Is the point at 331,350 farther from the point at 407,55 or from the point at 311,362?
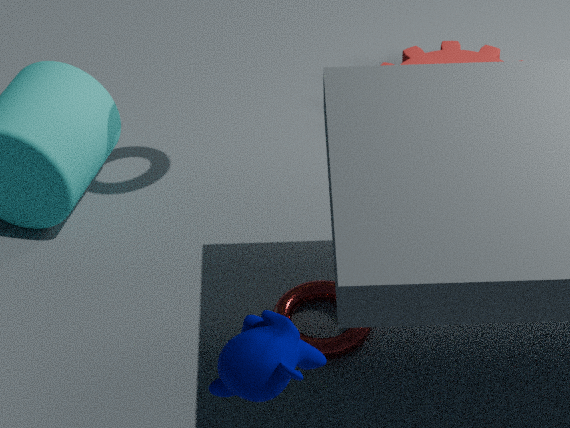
the point at 311,362
